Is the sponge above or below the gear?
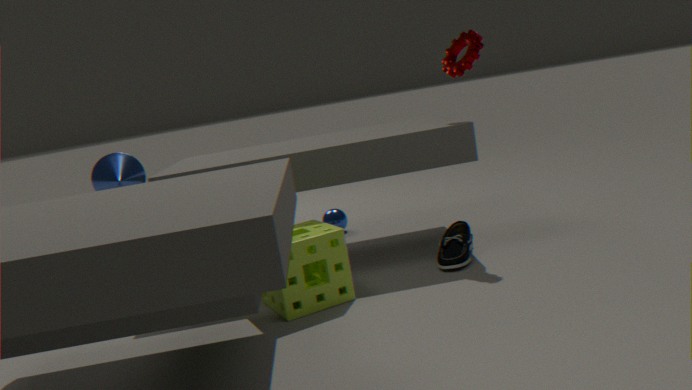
below
